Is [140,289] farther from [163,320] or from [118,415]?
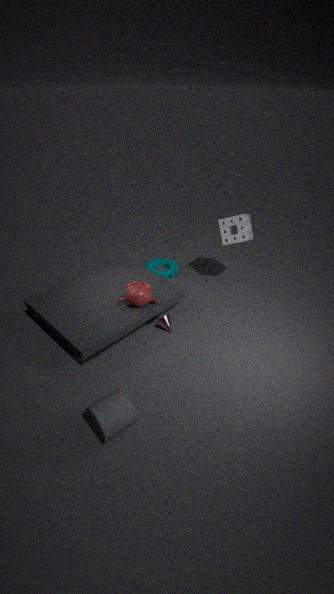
[118,415]
